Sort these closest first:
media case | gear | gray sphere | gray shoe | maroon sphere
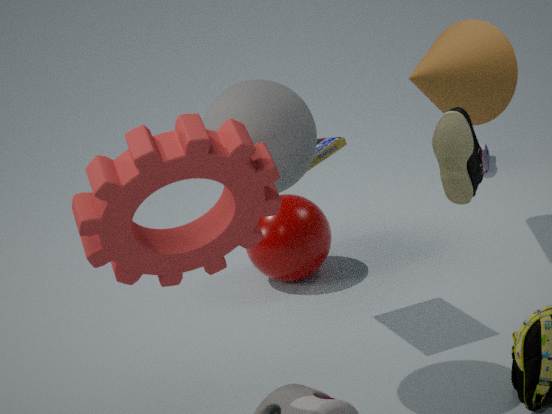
gear
gray sphere
media case
maroon sphere
gray shoe
